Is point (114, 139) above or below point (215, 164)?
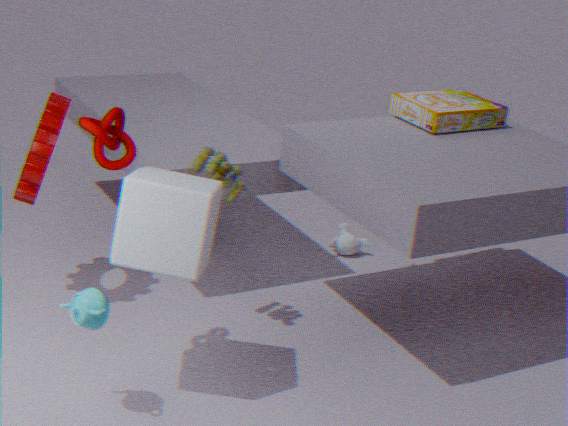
above
